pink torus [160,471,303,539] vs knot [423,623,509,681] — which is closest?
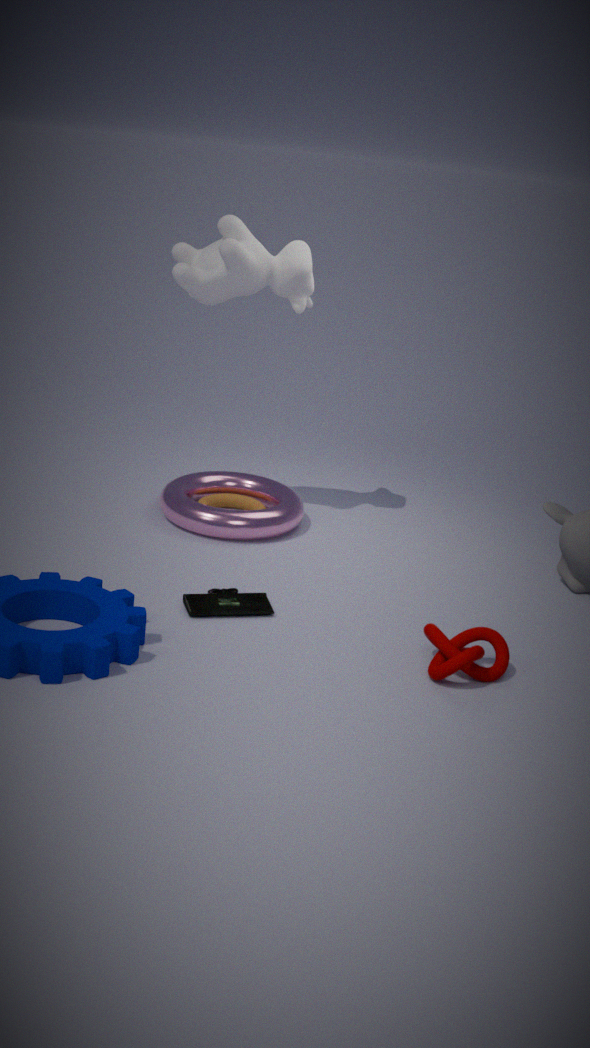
knot [423,623,509,681]
